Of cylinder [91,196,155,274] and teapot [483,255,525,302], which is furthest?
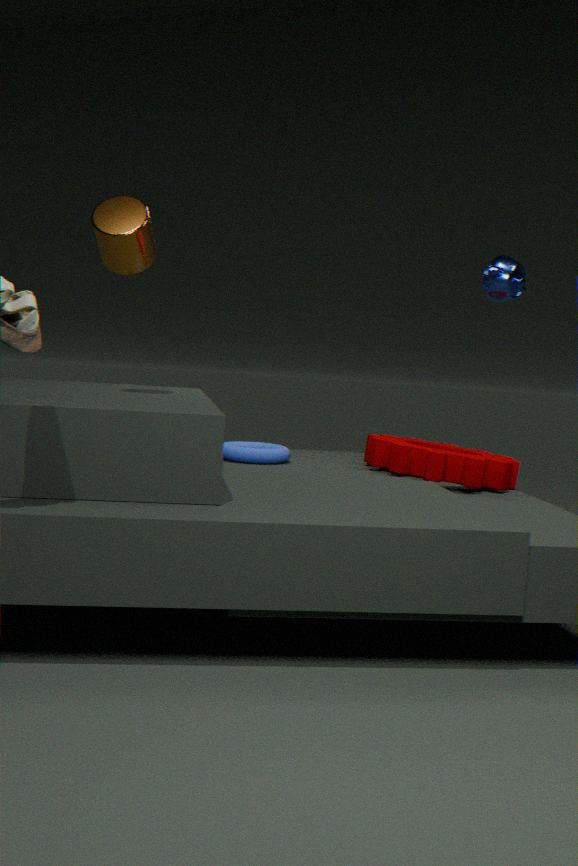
teapot [483,255,525,302]
